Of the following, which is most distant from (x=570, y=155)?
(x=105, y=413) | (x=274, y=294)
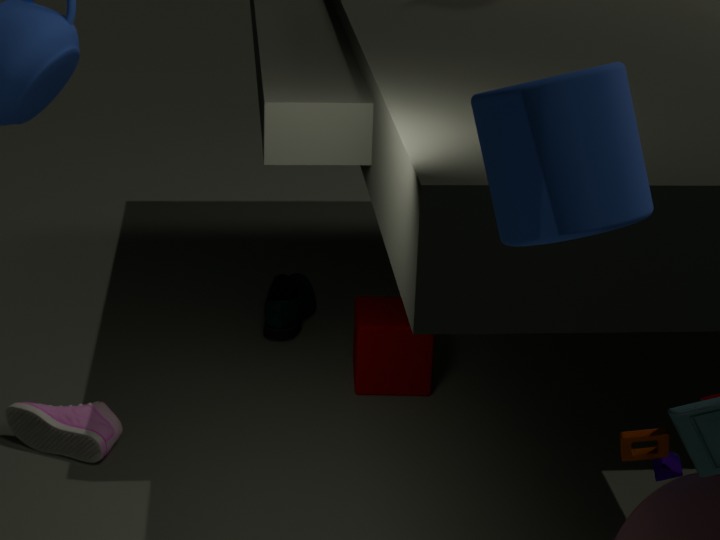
(x=274, y=294)
